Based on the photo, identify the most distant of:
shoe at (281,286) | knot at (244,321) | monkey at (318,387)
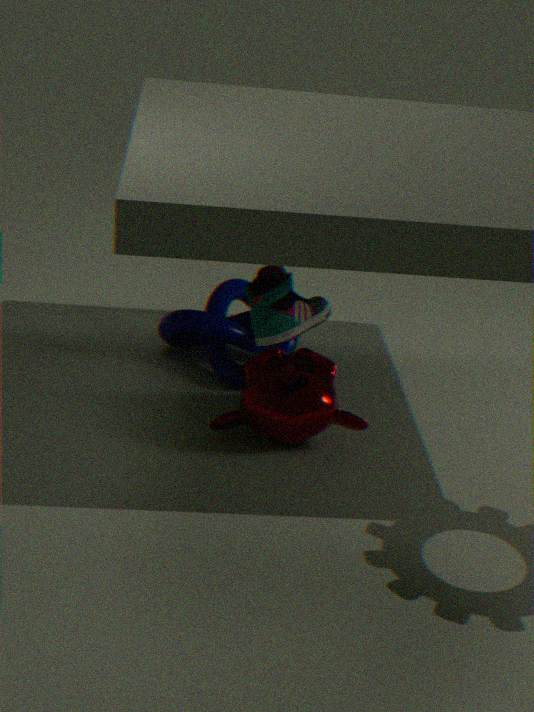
knot at (244,321)
